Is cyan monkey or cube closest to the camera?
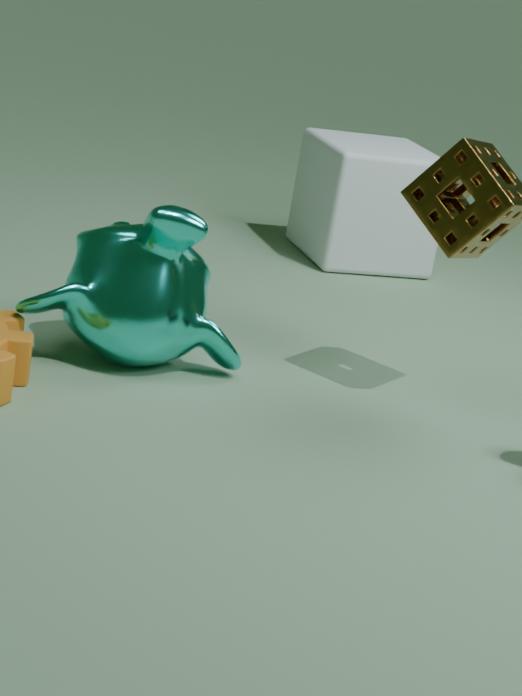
cyan monkey
